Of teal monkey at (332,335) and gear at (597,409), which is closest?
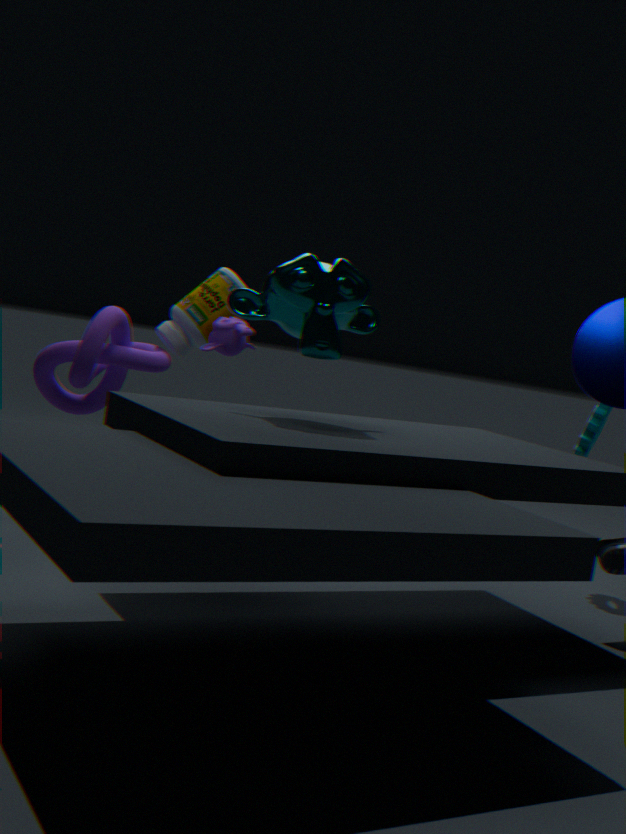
teal monkey at (332,335)
